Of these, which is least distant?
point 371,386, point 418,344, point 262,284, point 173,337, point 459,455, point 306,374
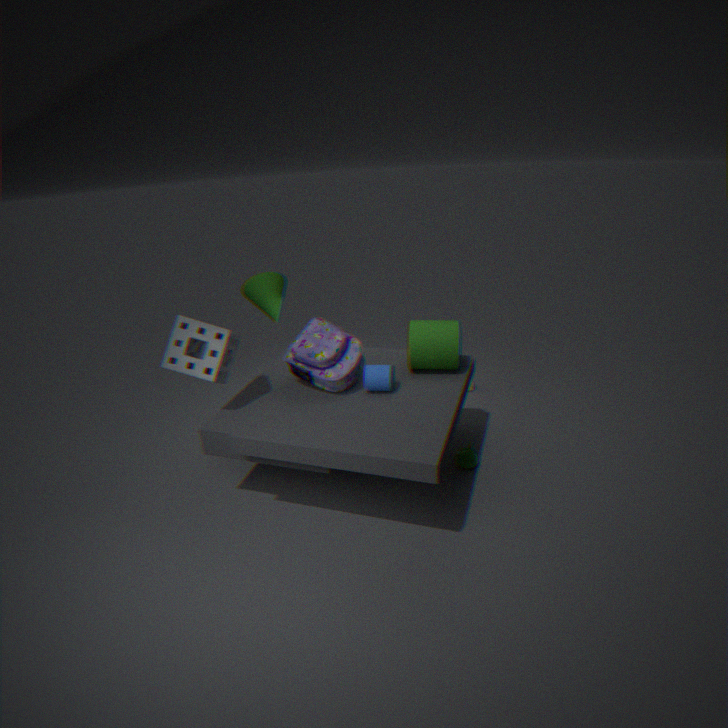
A: point 173,337
